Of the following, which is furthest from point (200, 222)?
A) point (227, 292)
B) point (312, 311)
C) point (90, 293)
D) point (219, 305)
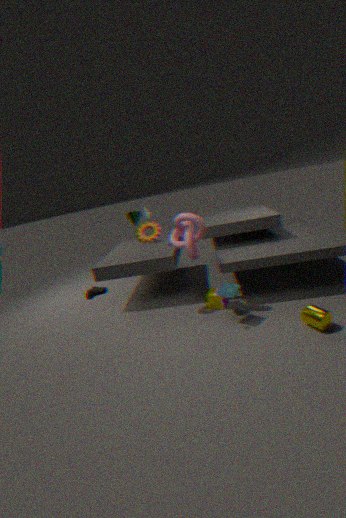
point (90, 293)
